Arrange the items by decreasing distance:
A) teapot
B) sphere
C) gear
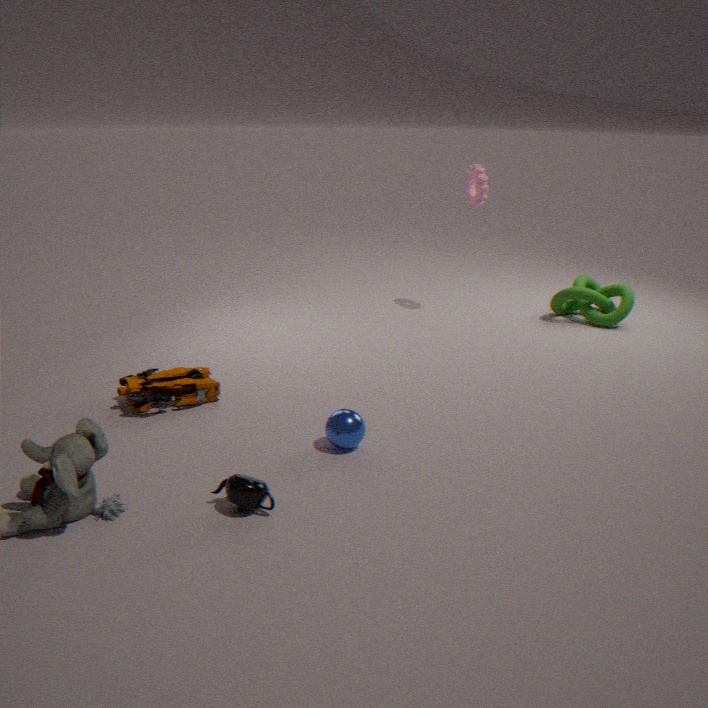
1. gear
2. sphere
3. teapot
